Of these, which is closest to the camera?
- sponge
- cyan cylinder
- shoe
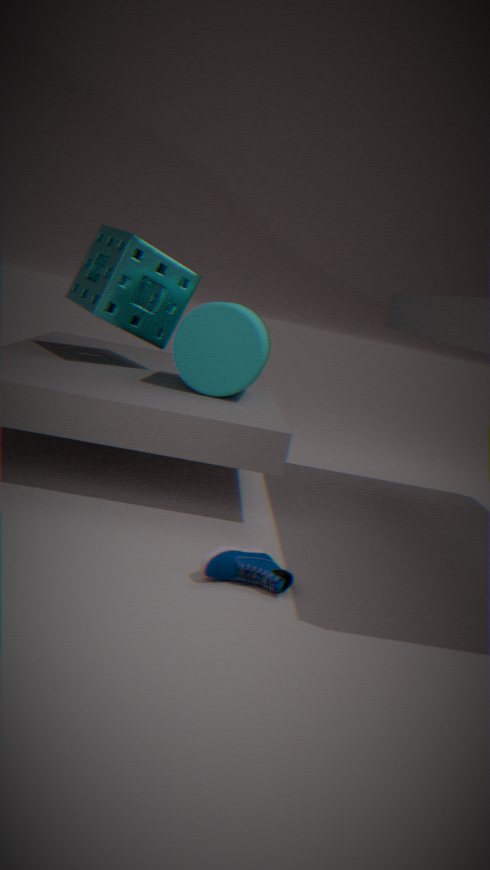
shoe
